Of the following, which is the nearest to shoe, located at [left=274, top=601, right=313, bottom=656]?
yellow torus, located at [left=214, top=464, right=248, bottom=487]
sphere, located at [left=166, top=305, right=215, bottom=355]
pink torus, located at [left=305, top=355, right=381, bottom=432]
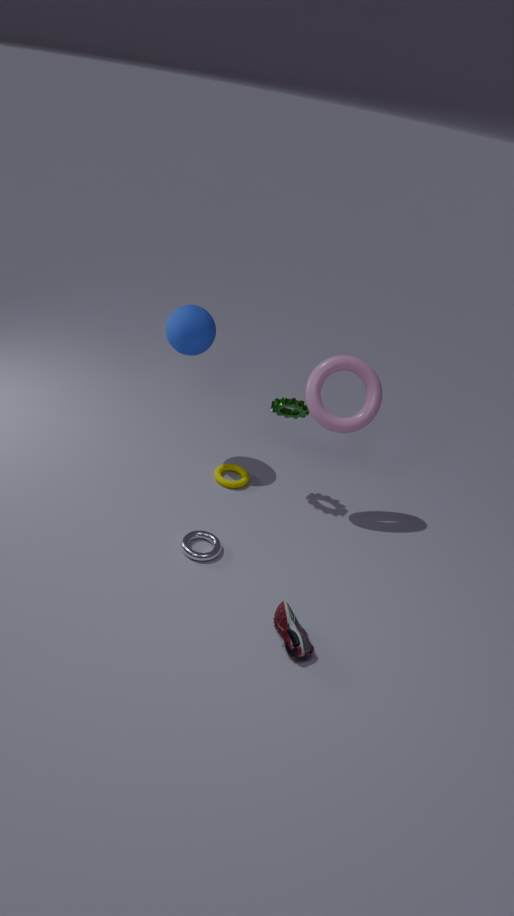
yellow torus, located at [left=214, top=464, right=248, bottom=487]
